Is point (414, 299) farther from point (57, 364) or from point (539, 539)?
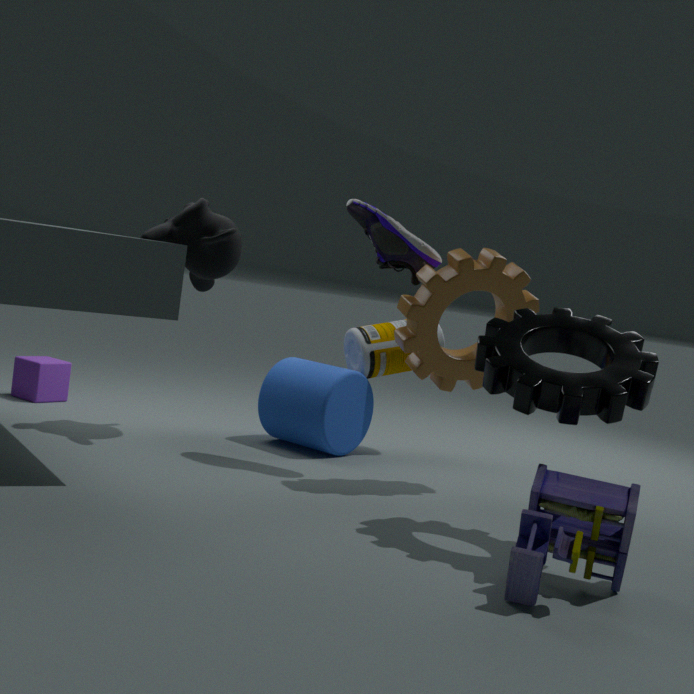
point (57, 364)
